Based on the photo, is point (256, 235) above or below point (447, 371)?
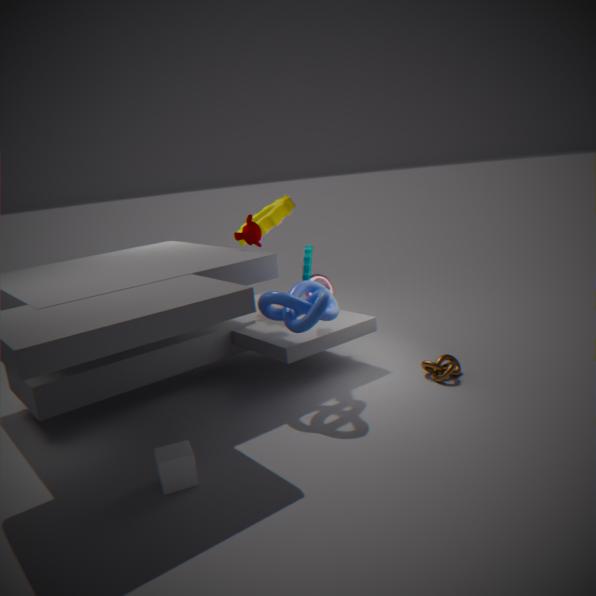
above
